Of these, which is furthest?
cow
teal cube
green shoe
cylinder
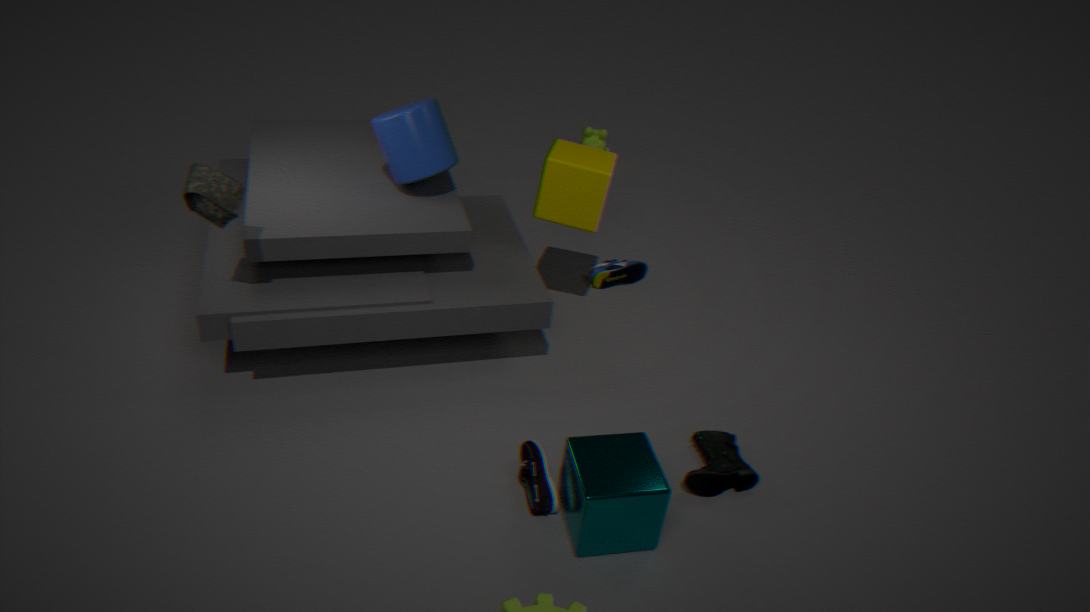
cow
